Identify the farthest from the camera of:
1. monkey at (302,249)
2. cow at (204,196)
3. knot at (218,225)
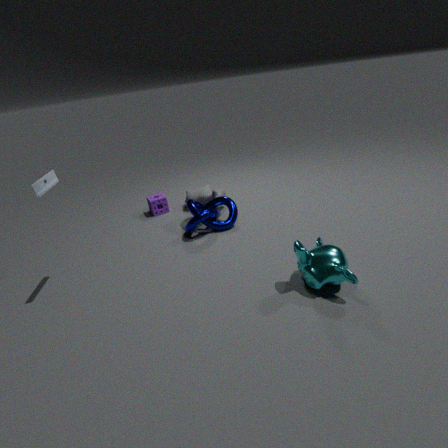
cow at (204,196)
